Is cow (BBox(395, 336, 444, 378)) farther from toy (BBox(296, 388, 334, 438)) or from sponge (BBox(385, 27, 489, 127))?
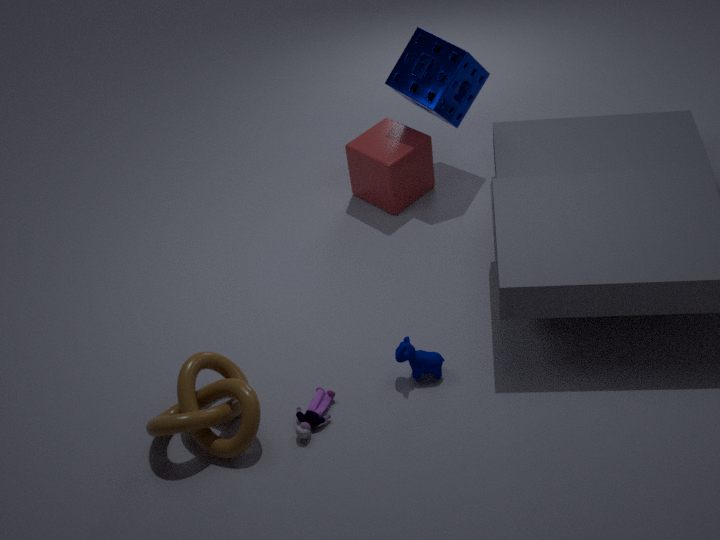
sponge (BBox(385, 27, 489, 127))
